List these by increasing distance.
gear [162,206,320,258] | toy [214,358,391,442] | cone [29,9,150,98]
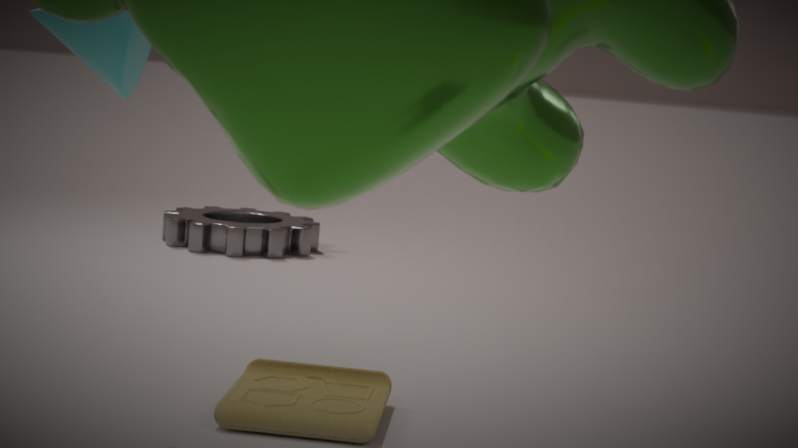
cone [29,9,150,98], toy [214,358,391,442], gear [162,206,320,258]
